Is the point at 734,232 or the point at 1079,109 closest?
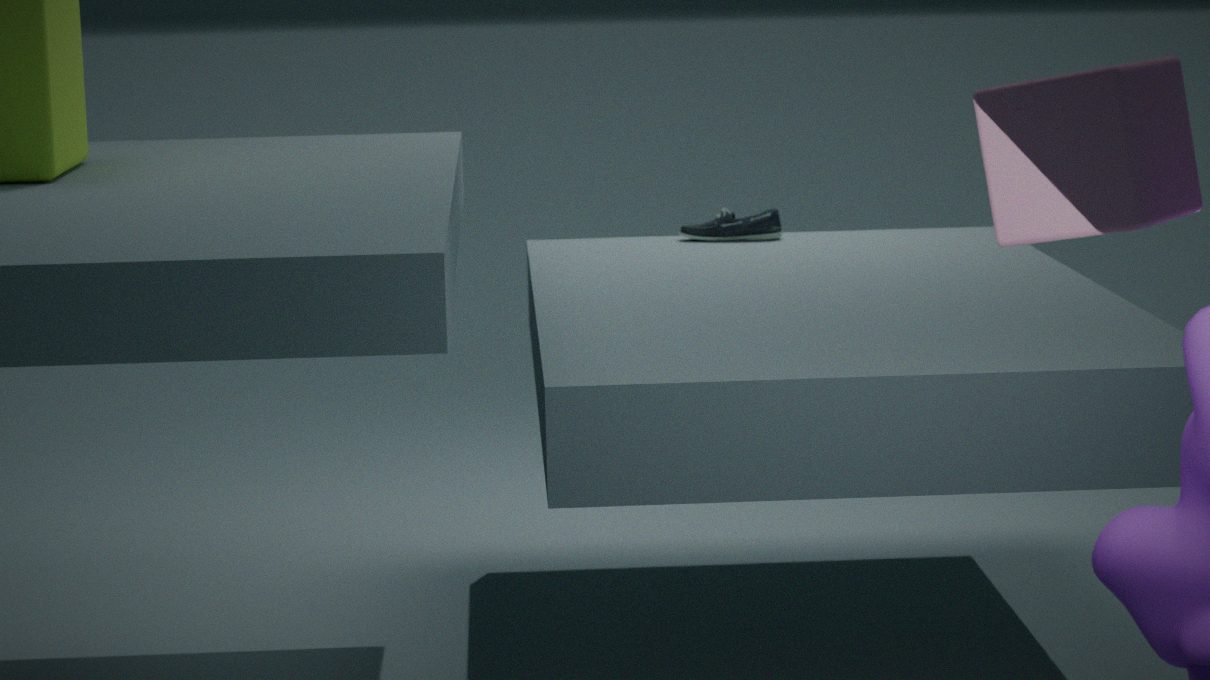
the point at 1079,109
